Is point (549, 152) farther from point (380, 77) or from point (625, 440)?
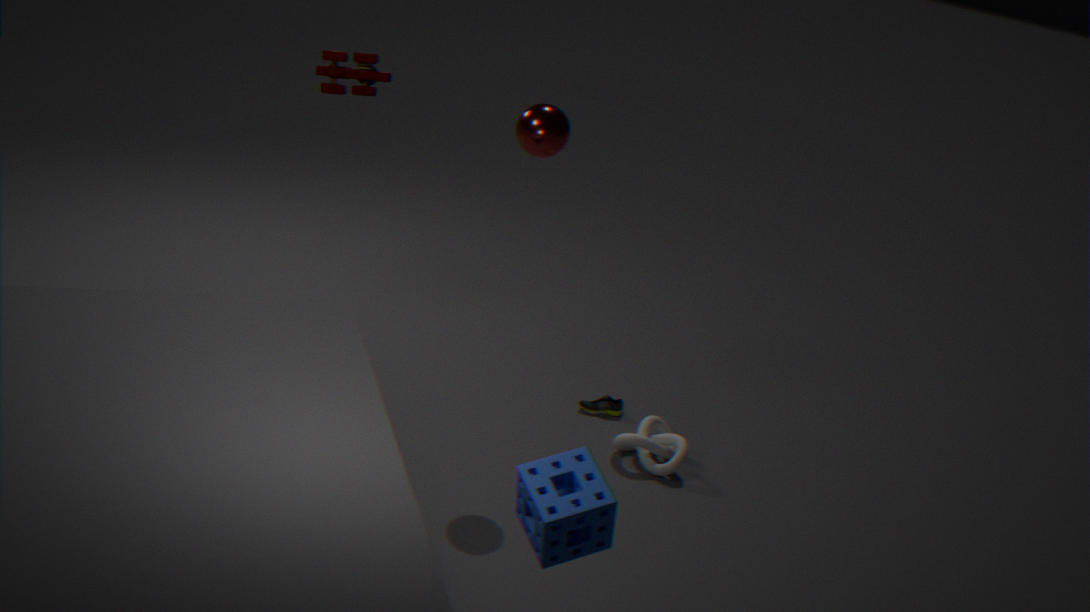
point (625, 440)
